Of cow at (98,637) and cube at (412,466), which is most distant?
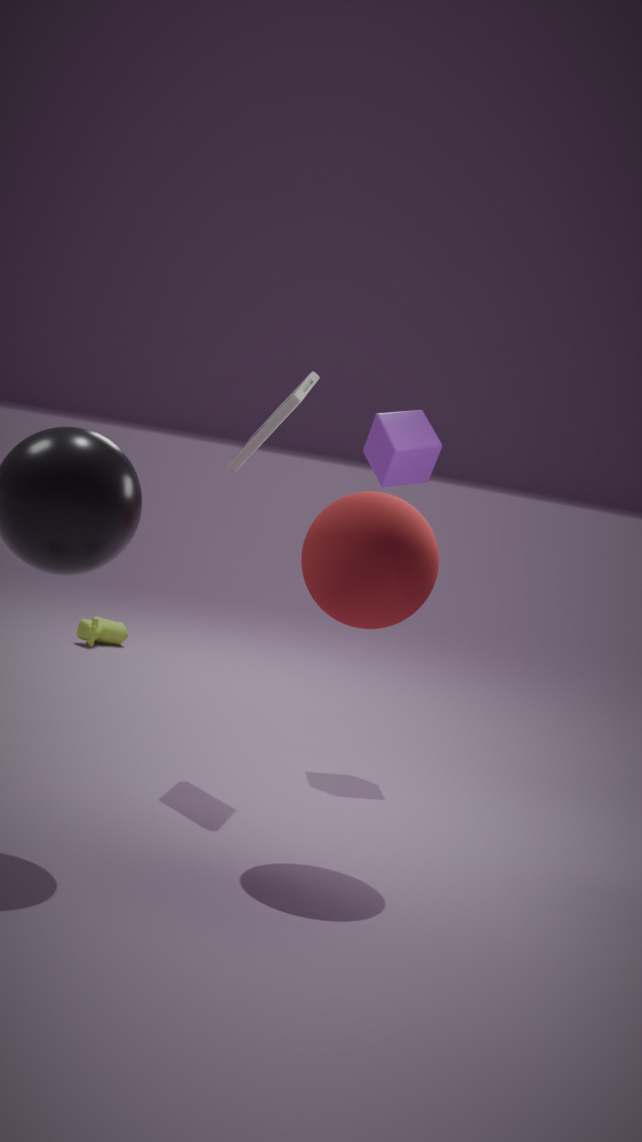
cow at (98,637)
